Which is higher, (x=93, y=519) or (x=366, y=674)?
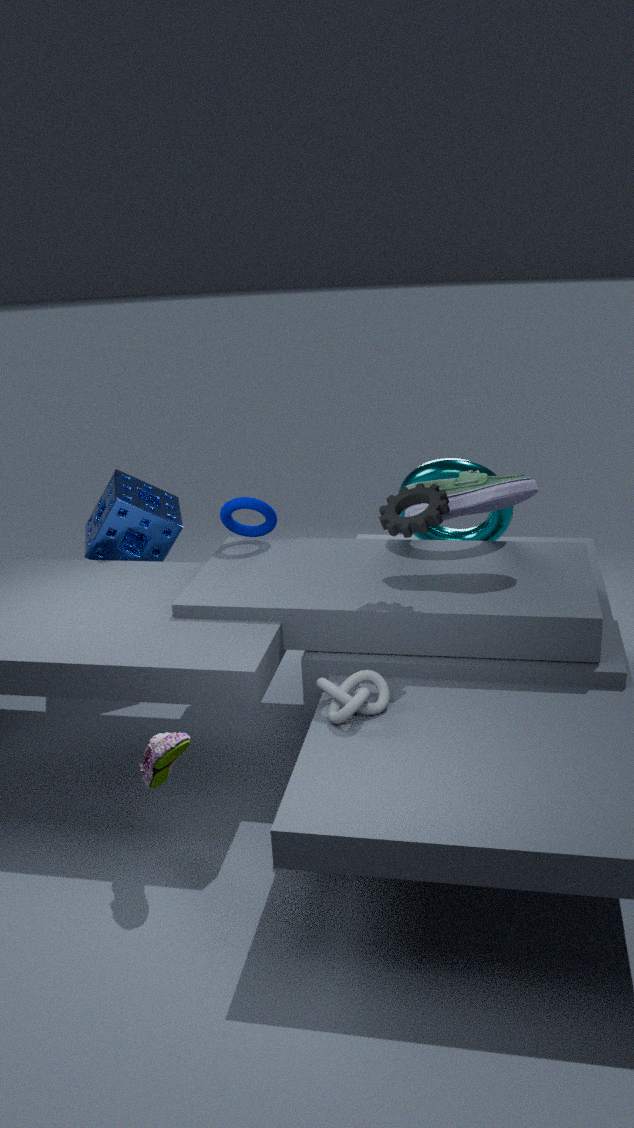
(x=93, y=519)
